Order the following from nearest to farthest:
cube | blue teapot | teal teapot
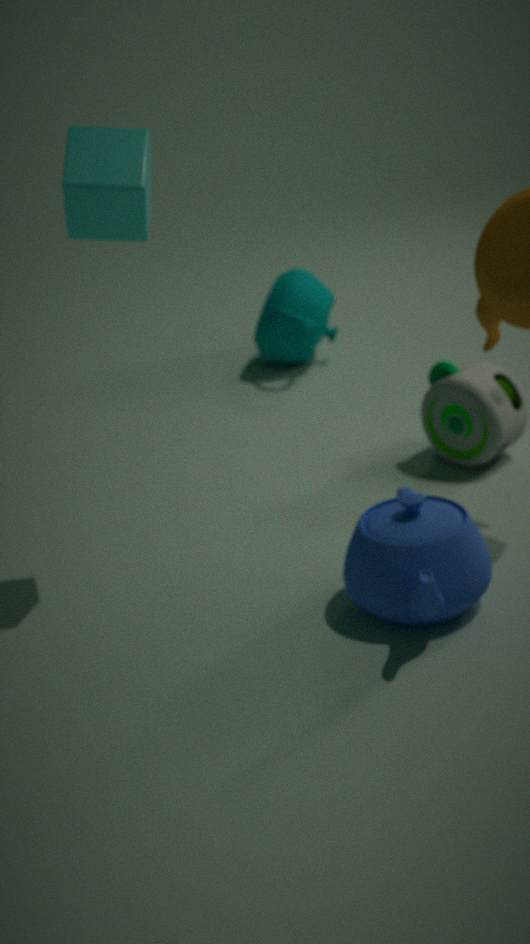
blue teapot, cube, teal teapot
